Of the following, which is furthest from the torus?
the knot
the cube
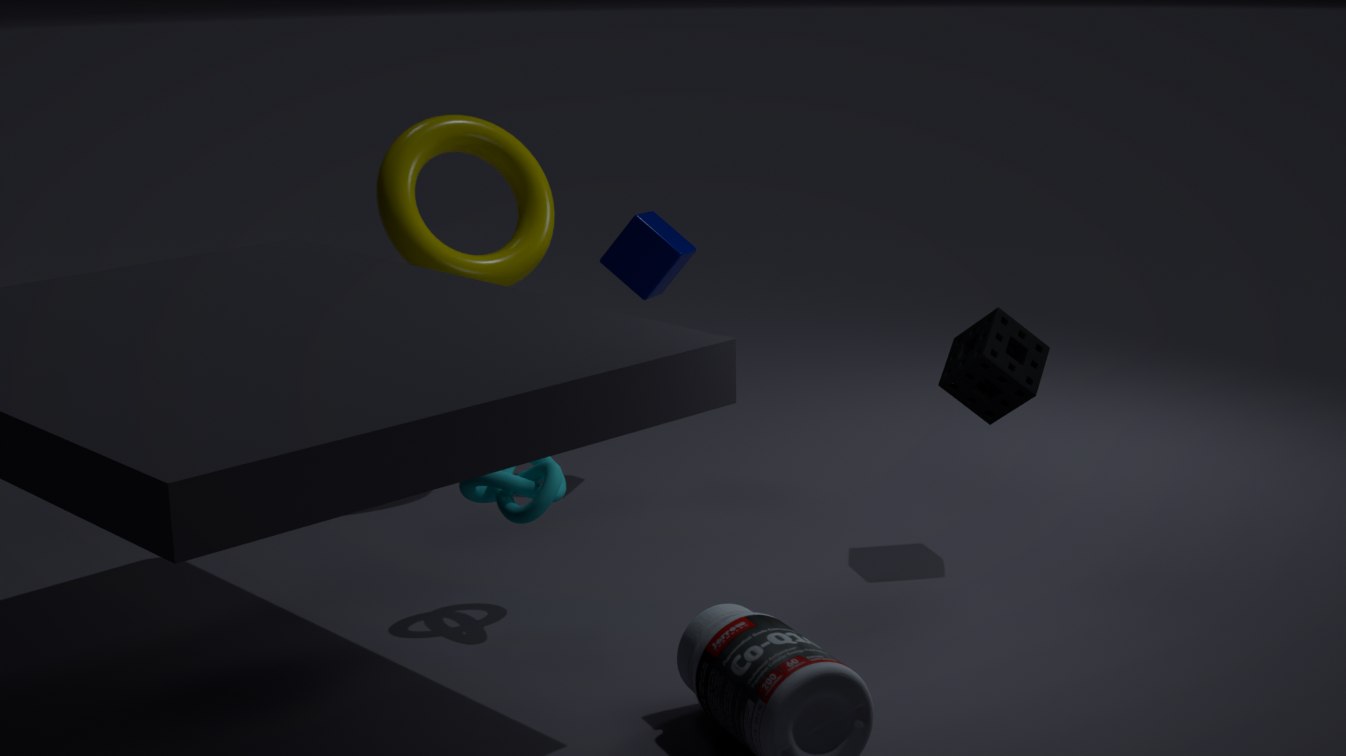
the knot
